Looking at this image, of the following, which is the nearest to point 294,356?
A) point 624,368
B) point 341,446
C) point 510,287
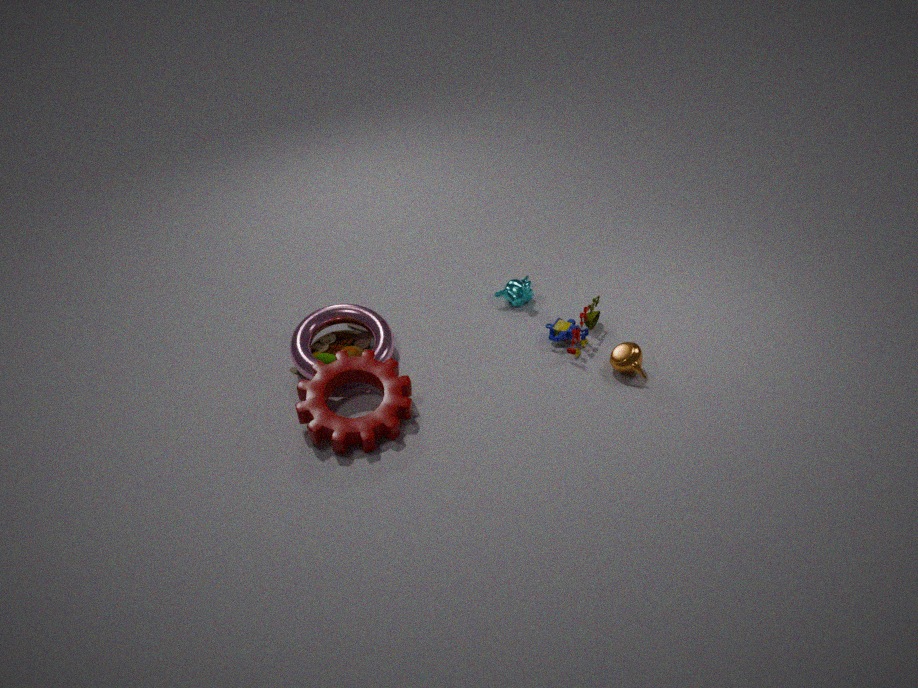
point 341,446
